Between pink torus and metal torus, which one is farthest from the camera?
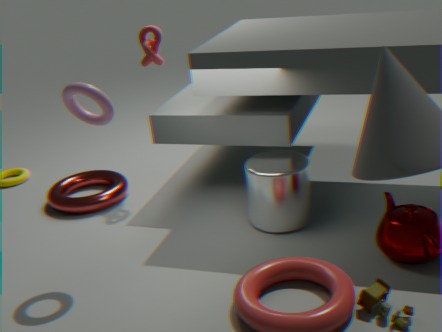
metal torus
